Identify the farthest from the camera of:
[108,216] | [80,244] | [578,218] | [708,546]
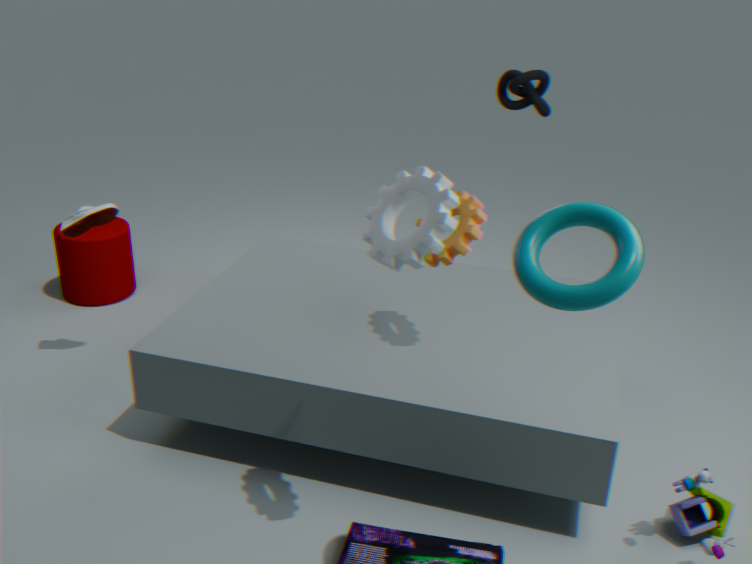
[80,244]
